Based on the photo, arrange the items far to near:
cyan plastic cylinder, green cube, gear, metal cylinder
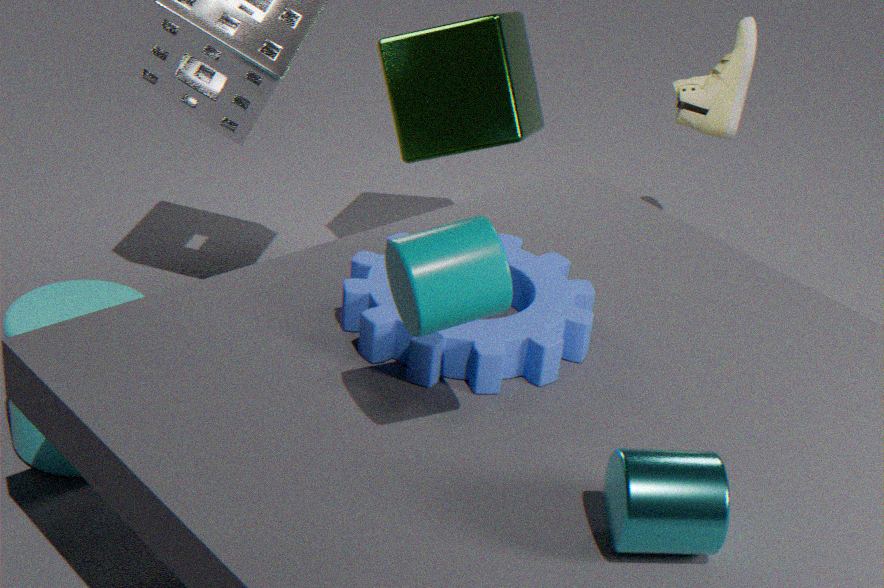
green cube < cyan plastic cylinder < gear < metal cylinder
